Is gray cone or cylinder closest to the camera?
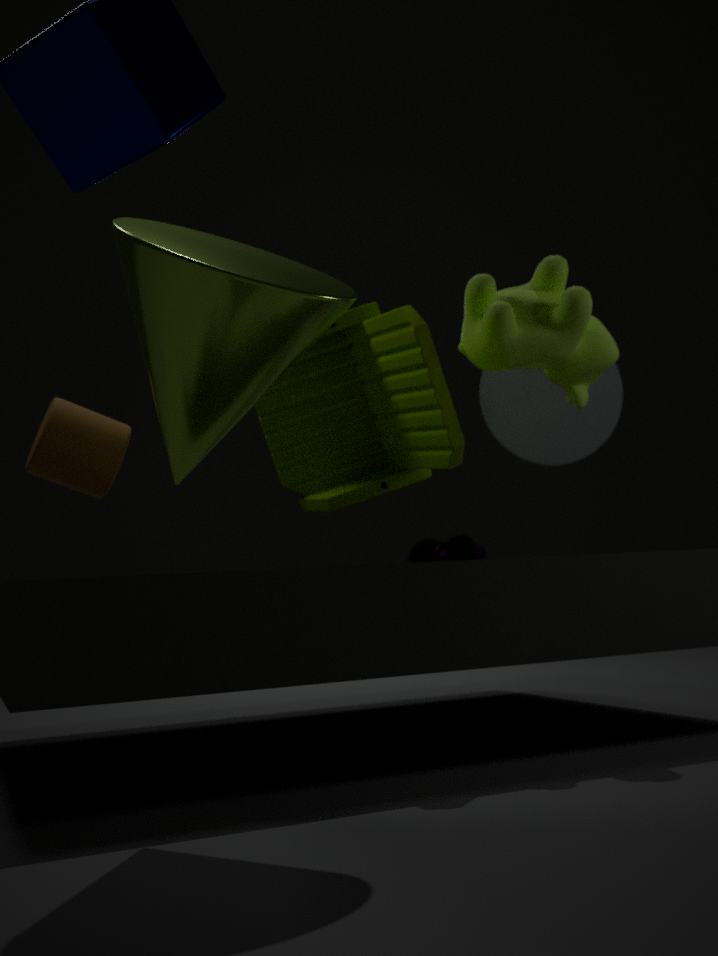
cylinder
